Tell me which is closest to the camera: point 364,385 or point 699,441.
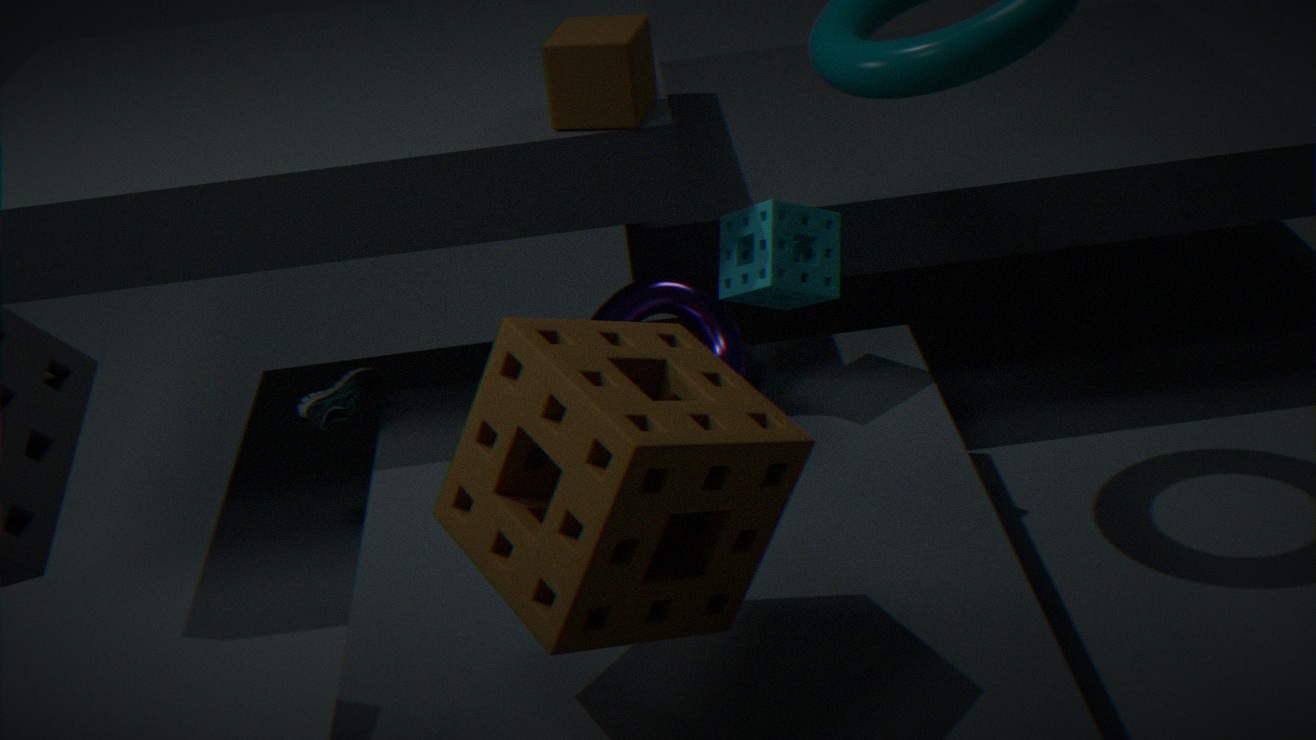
point 699,441
